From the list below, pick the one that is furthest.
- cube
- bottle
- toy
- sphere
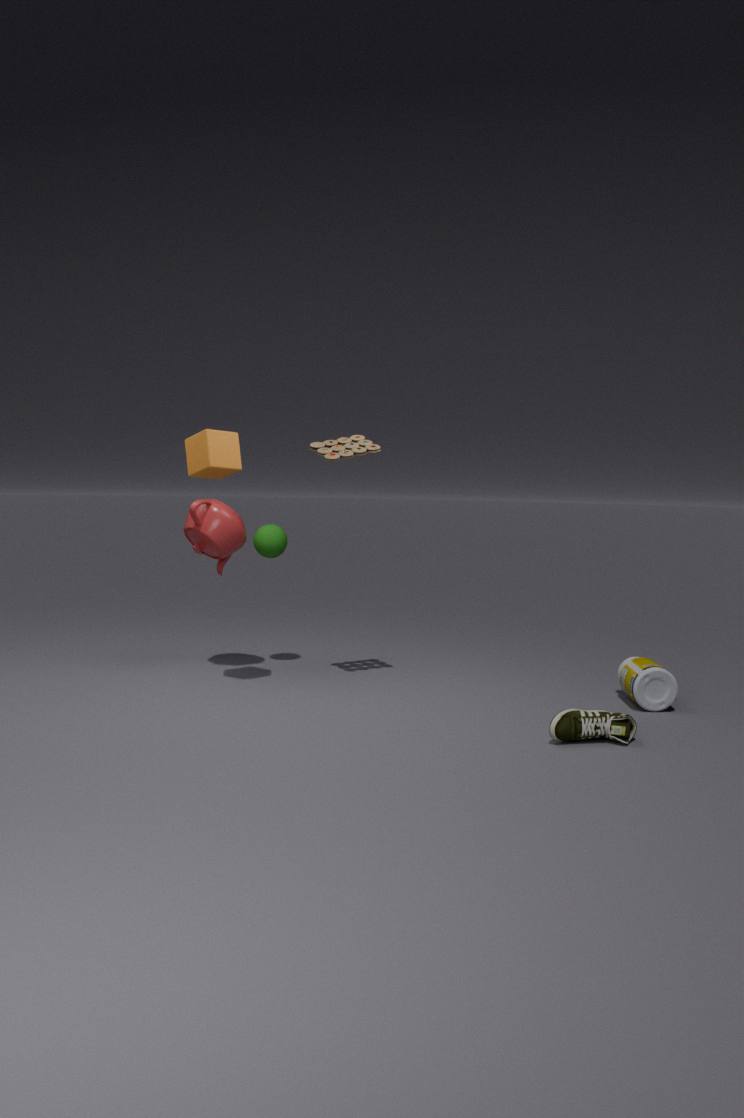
sphere
